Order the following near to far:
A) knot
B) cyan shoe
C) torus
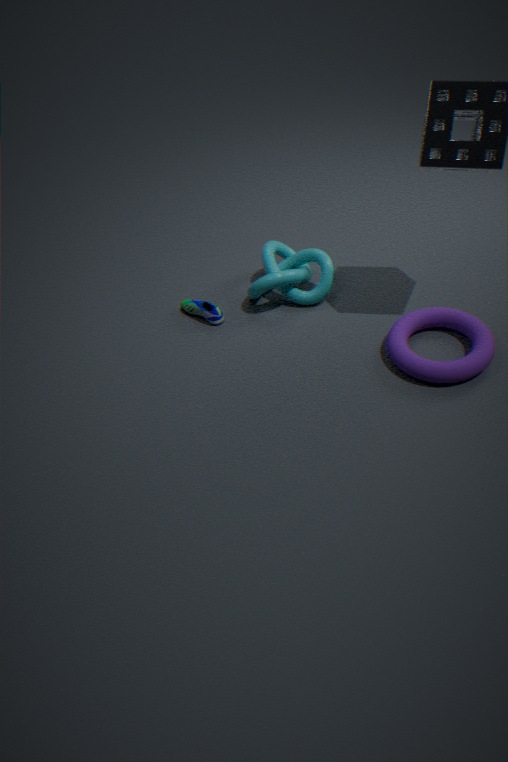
torus, knot, cyan shoe
